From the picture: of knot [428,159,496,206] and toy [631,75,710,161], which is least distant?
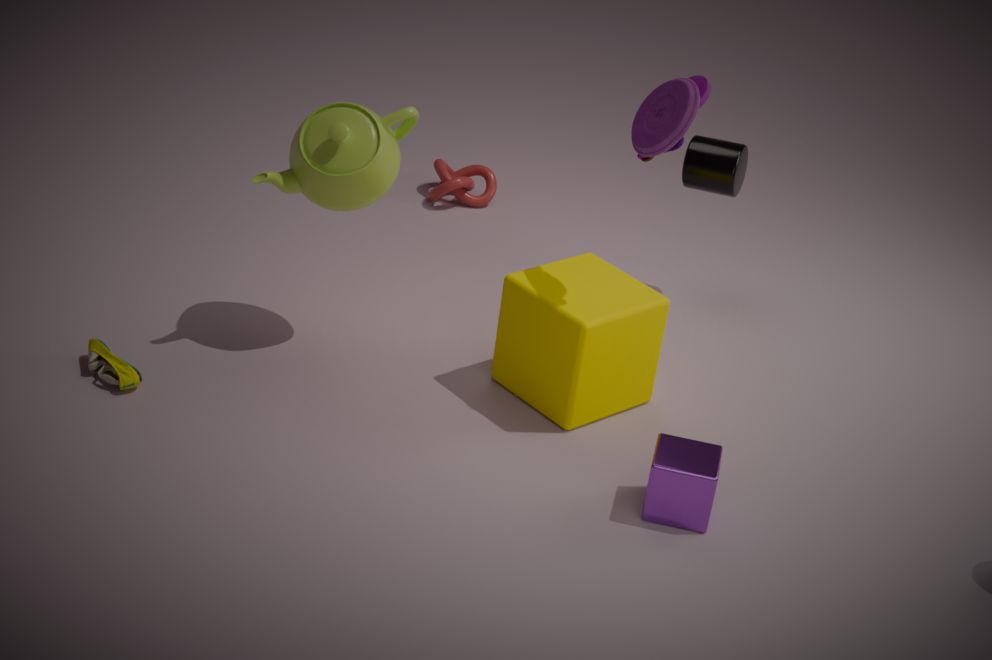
toy [631,75,710,161]
